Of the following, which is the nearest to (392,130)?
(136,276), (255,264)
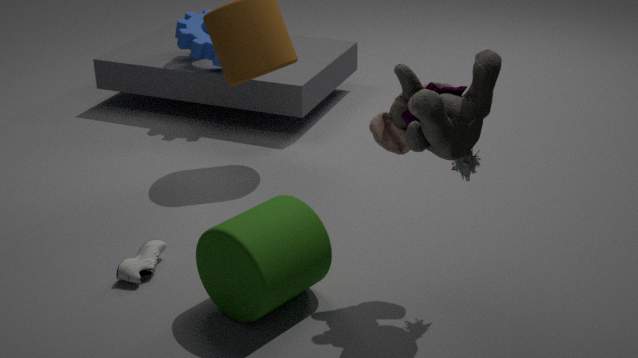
(255,264)
